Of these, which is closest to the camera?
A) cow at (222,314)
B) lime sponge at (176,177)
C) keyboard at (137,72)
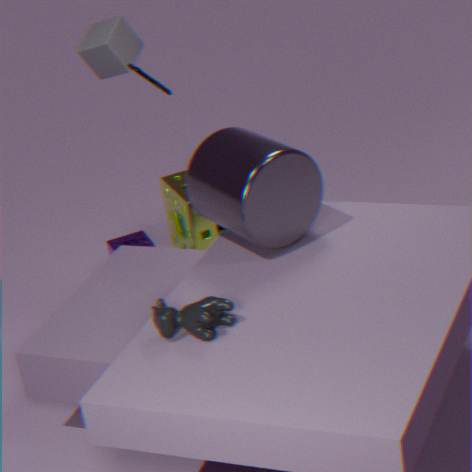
cow at (222,314)
